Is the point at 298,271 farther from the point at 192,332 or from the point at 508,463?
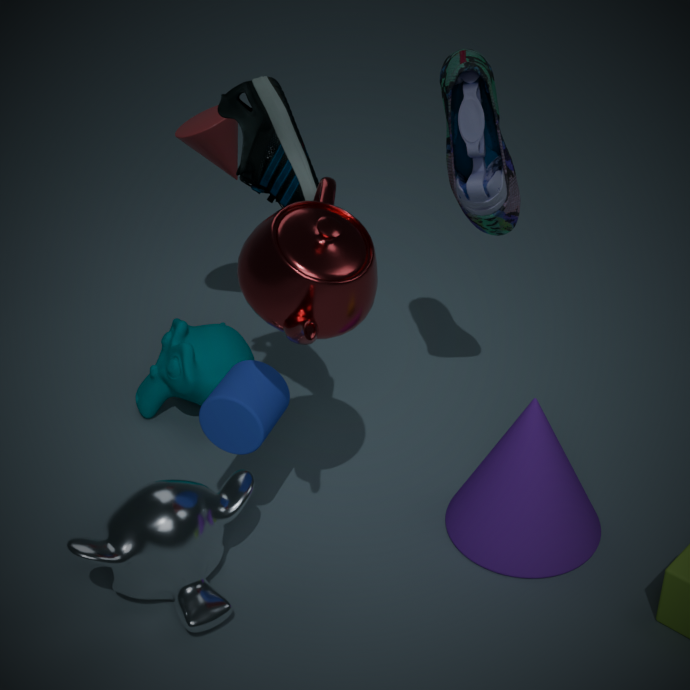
the point at 192,332
